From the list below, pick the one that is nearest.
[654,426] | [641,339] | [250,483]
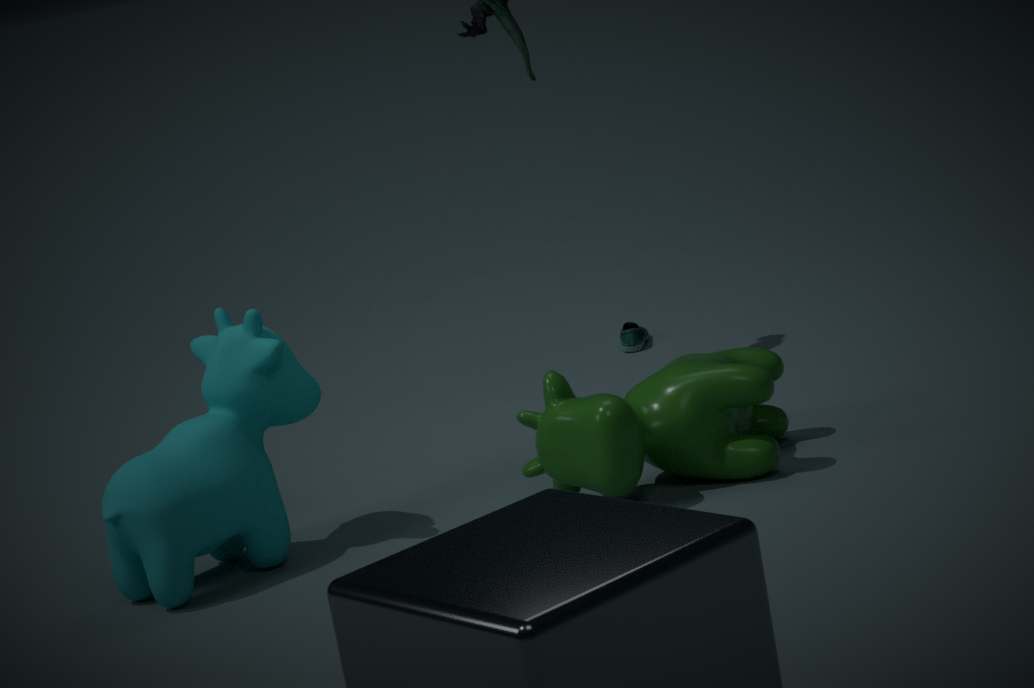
[250,483]
